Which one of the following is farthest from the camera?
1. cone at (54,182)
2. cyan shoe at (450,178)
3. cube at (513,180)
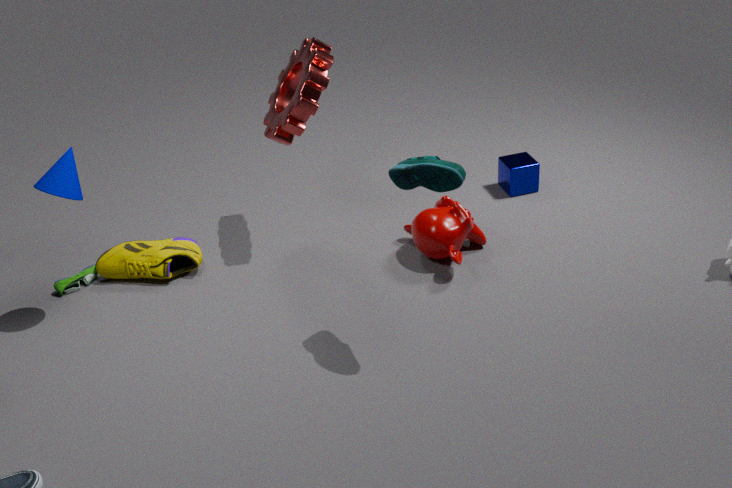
cube at (513,180)
